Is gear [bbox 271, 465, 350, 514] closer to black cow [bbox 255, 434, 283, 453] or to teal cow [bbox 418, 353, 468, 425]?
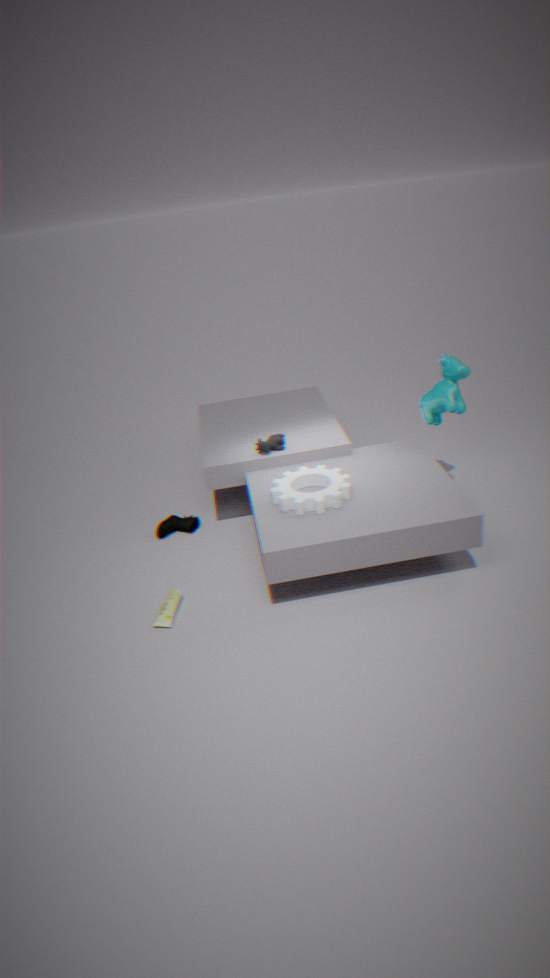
black cow [bbox 255, 434, 283, 453]
